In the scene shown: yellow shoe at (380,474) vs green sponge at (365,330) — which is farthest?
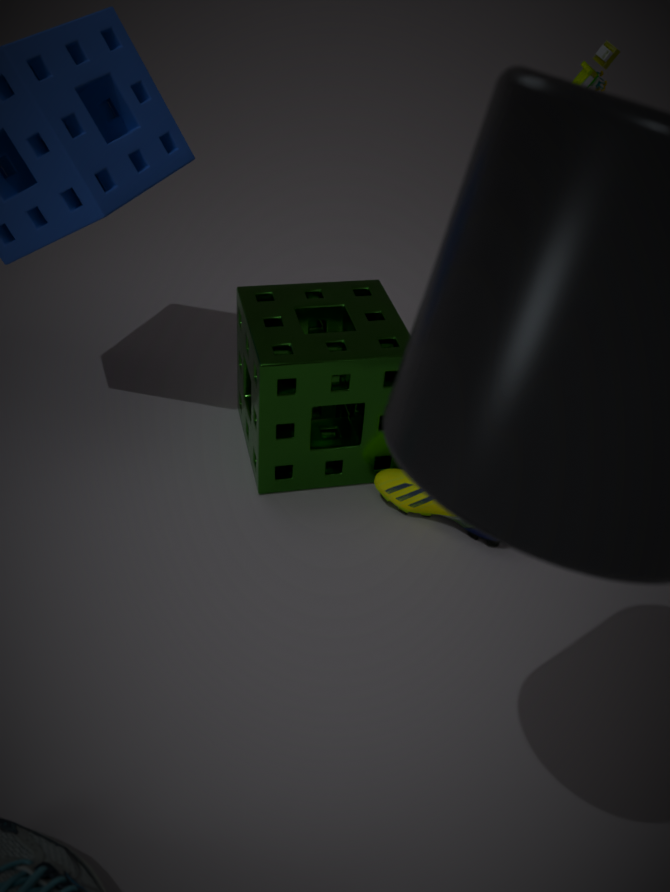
yellow shoe at (380,474)
